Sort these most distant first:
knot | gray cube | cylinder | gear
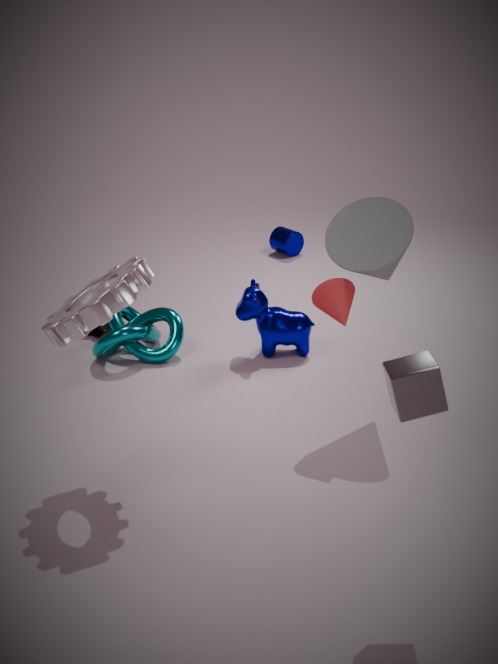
cylinder < knot < gear < gray cube
